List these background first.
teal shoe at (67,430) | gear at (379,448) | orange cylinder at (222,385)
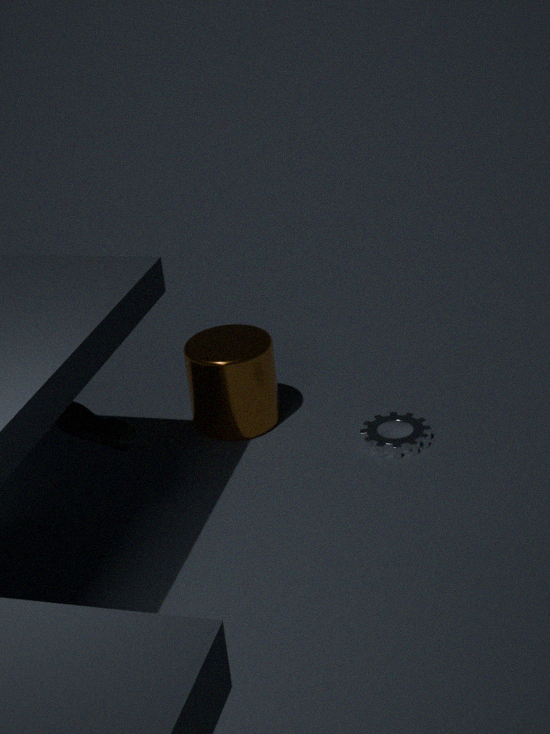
orange cylinder at (222,385)
gear at (379,448)
teal shoe at (67,430)
